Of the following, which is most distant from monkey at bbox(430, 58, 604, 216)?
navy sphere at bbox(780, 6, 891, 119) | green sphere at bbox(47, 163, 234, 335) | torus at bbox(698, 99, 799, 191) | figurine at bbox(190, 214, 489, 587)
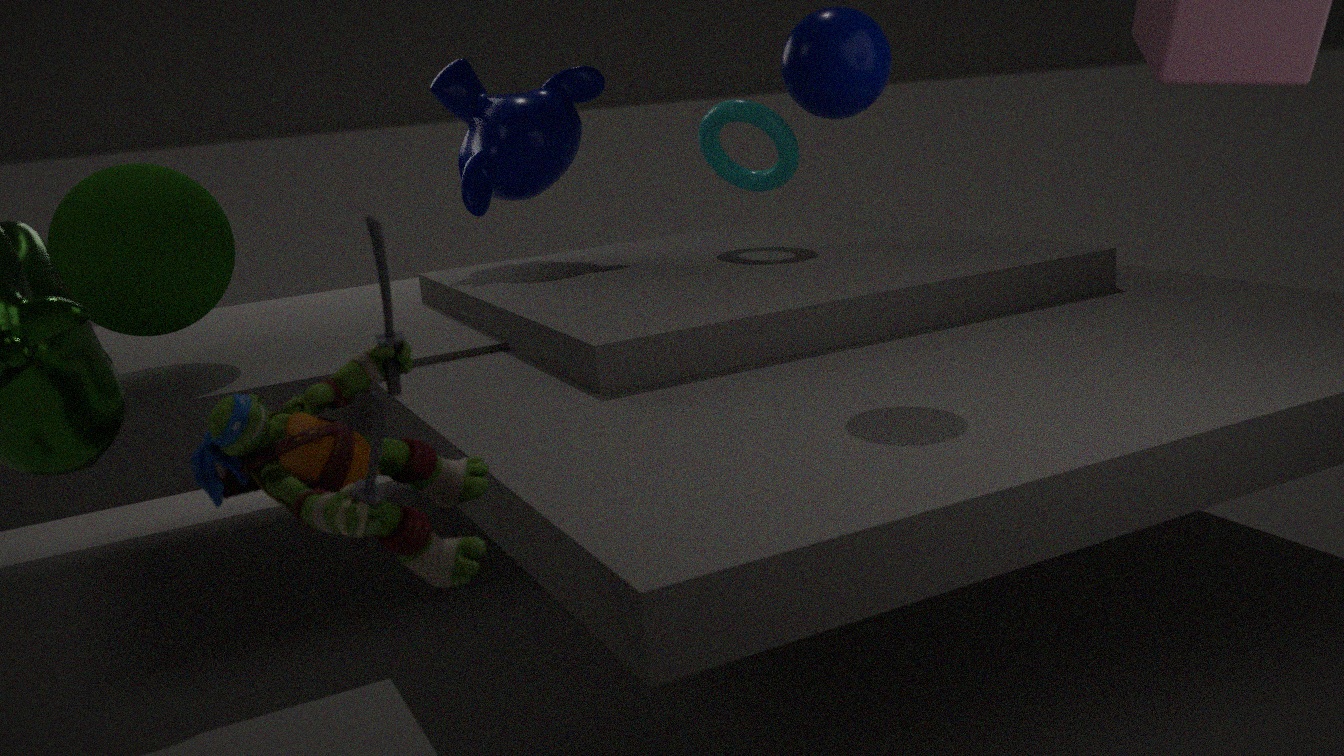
figurine at bbox(190, 214, 489, 587)
